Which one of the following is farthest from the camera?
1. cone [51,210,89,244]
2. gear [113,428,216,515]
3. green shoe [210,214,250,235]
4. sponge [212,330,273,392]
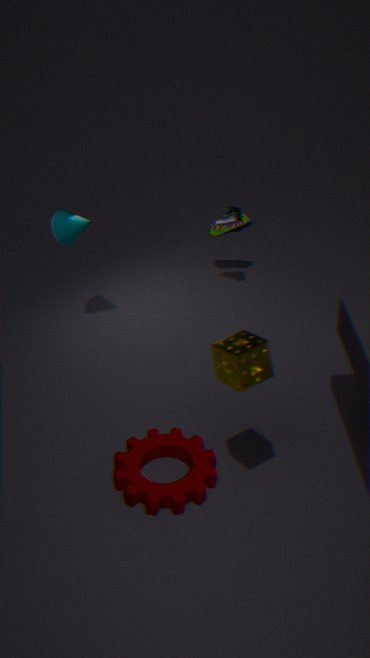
green shoe [210,214,250,235]
